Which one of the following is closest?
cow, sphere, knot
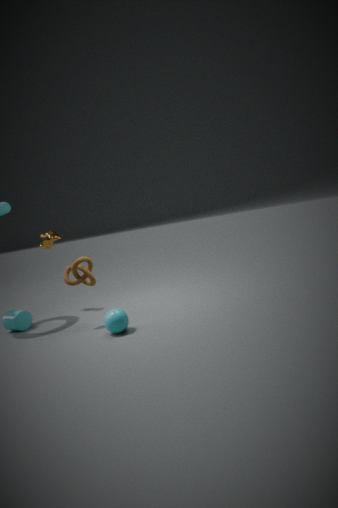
sphere
